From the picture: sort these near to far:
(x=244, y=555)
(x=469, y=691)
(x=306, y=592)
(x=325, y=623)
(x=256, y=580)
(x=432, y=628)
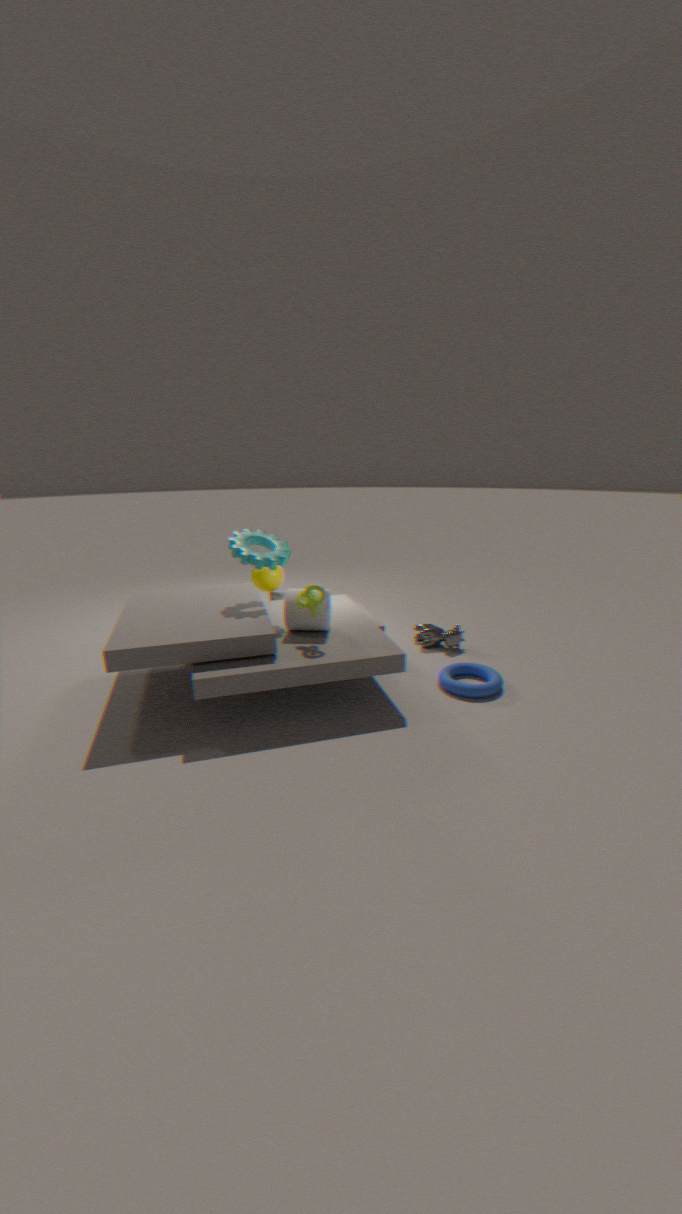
1. (x=306, y=592)
2. (x=469, y=691)
3. (x=325, y=623)
4. (x=244, y=555)
5. (x=432, y=628)
6. (x=256, y=580)
